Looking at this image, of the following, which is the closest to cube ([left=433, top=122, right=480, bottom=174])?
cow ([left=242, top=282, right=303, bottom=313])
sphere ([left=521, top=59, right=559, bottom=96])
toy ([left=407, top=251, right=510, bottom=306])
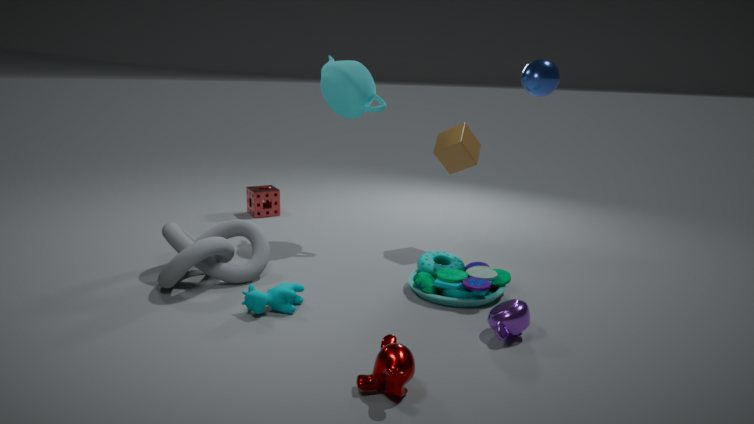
sphere ([left=521, top=59, right=559, bottom=96])
